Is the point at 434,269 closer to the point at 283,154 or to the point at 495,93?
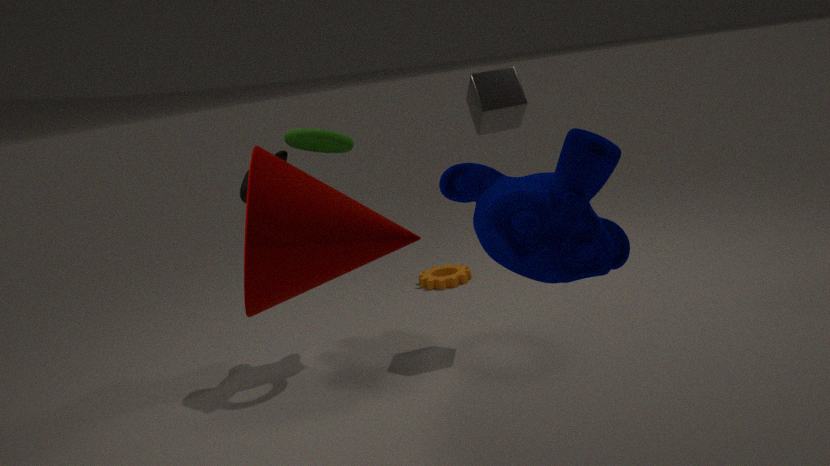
the point at 283,154
